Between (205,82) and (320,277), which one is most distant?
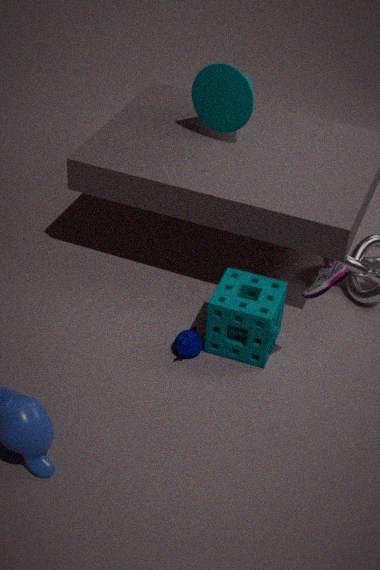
(205,82)
